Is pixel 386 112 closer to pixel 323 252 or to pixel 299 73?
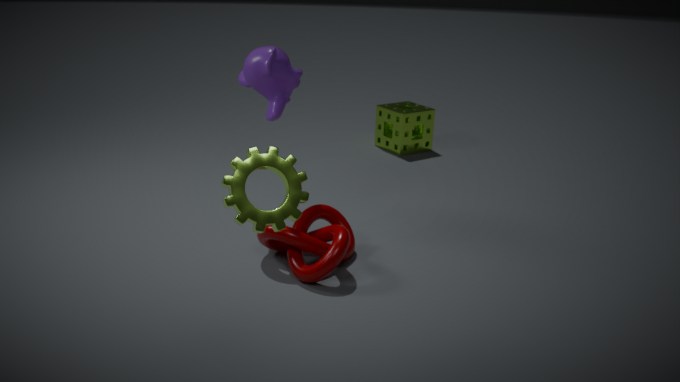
pixel 299 73
